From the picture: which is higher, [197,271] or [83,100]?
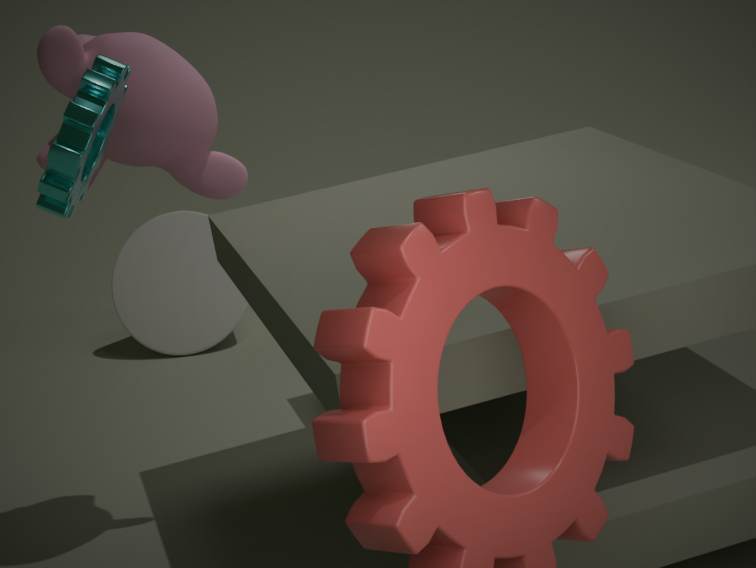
[83,100]
